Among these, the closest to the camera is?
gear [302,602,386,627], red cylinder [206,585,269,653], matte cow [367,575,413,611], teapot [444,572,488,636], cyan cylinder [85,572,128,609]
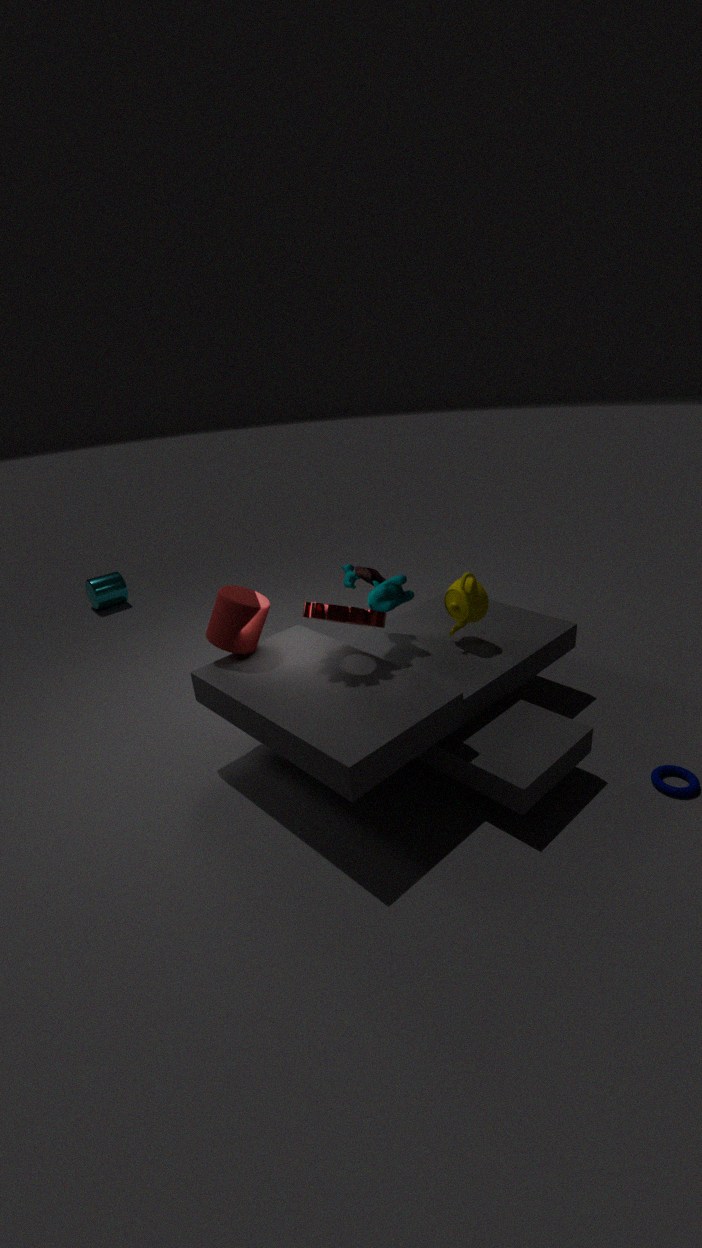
gear [302,602,386,627]
